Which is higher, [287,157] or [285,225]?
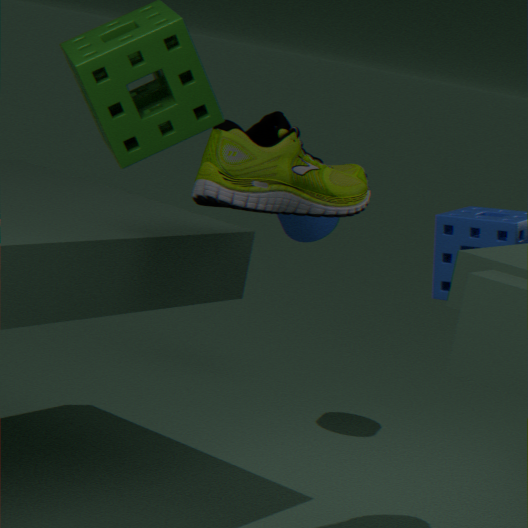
[287,157]
